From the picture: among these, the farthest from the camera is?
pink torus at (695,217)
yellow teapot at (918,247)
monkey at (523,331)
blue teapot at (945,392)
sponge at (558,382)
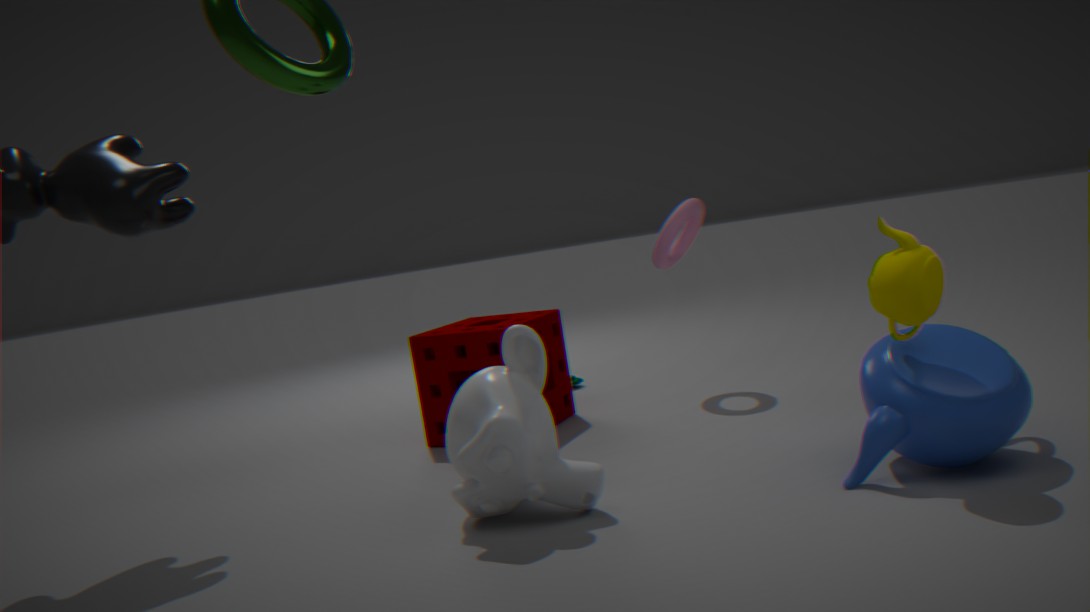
pink torus at (695,217)
